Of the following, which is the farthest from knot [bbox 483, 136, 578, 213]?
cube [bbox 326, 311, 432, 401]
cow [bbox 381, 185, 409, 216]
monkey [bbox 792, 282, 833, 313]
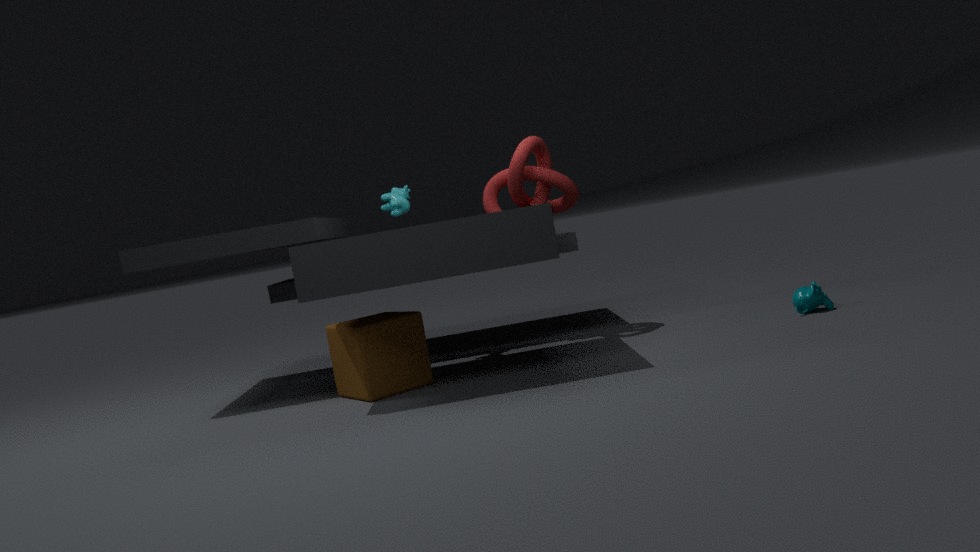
monkey [bbox 792, 282, 833, 313]
